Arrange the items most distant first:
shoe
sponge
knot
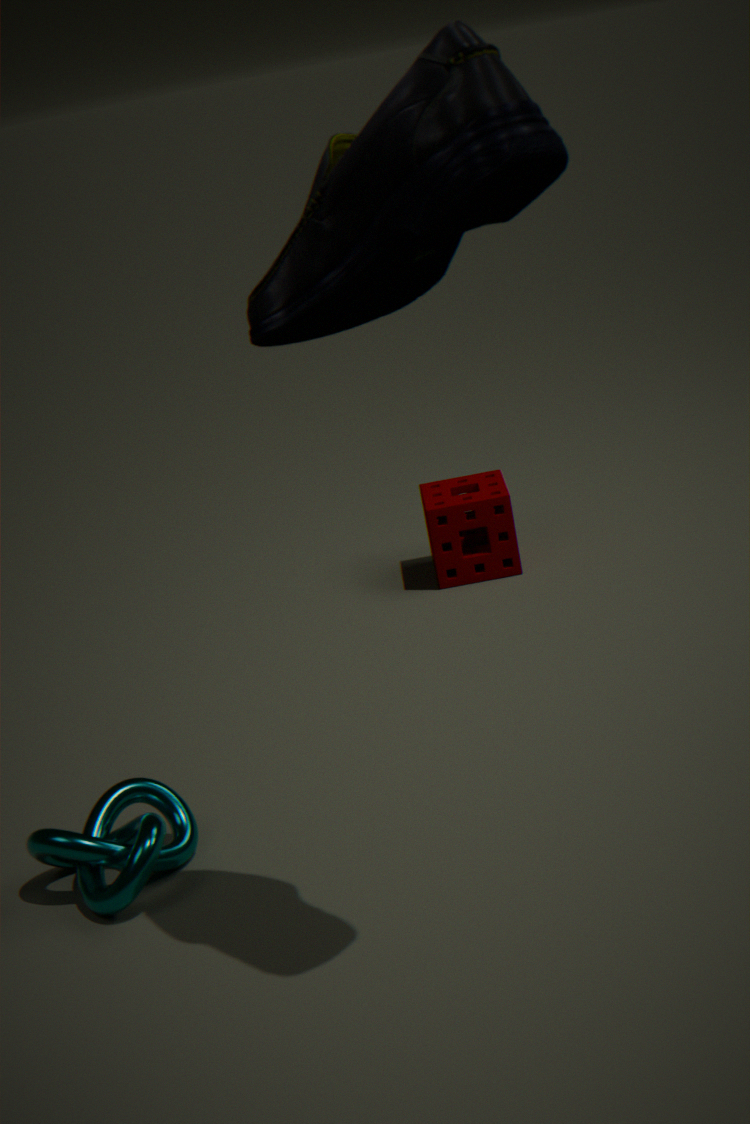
sponge
knot
shoe
